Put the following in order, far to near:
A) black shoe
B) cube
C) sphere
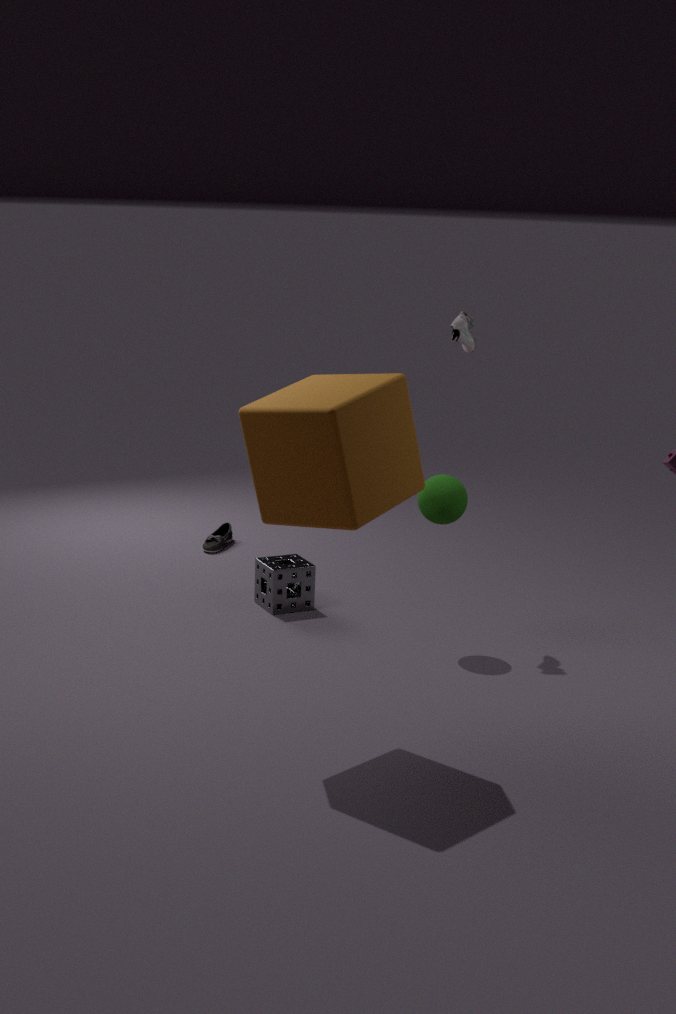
1. black shoe
2. sphere
3. cube
